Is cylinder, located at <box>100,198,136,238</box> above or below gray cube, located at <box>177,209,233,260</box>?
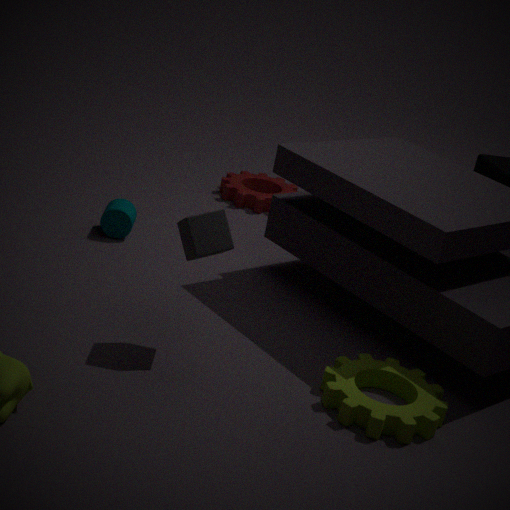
below
